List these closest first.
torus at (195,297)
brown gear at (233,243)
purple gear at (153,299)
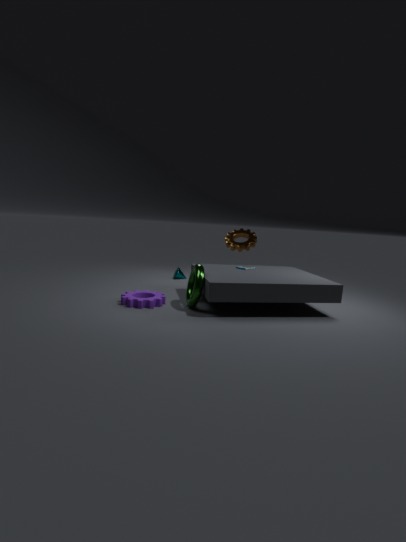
torus at (195,297) < purple gear at (153,299) < brown gear at (233,243)
